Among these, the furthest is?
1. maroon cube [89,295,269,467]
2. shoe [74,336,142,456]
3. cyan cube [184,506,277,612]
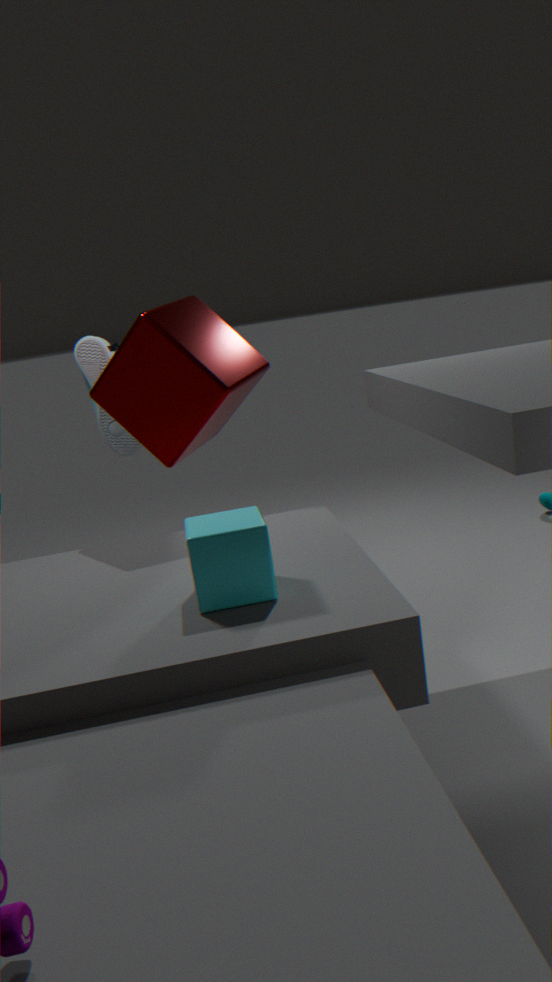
shoe [74,336,142,456]
